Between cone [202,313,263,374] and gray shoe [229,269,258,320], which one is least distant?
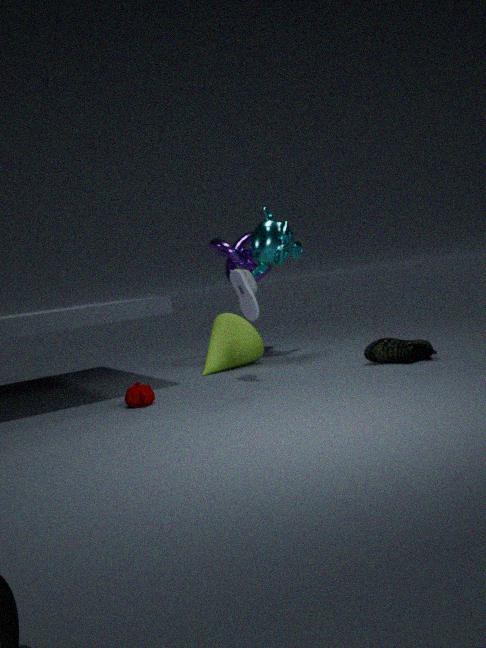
gray shoe [229,269,258,320]
